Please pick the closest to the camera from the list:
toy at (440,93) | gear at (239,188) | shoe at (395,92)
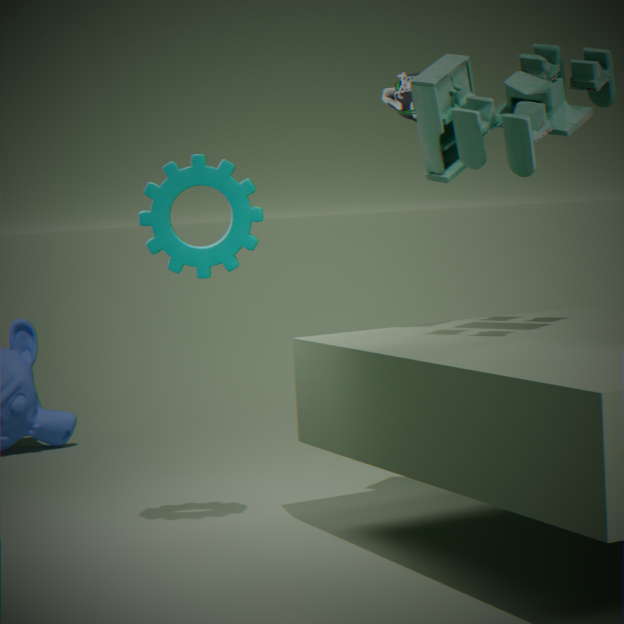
toy at (440,93)
